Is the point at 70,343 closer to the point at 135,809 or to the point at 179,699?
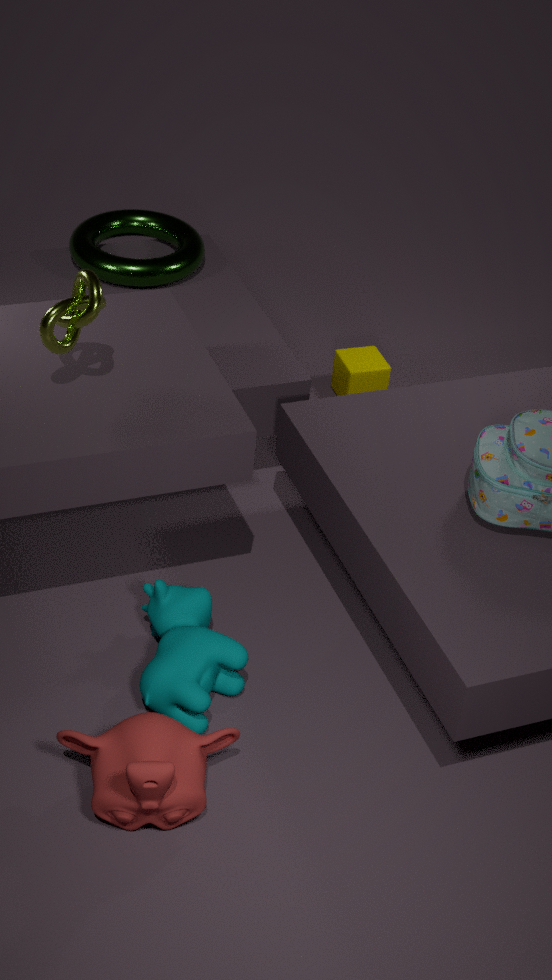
the point at 179,699
